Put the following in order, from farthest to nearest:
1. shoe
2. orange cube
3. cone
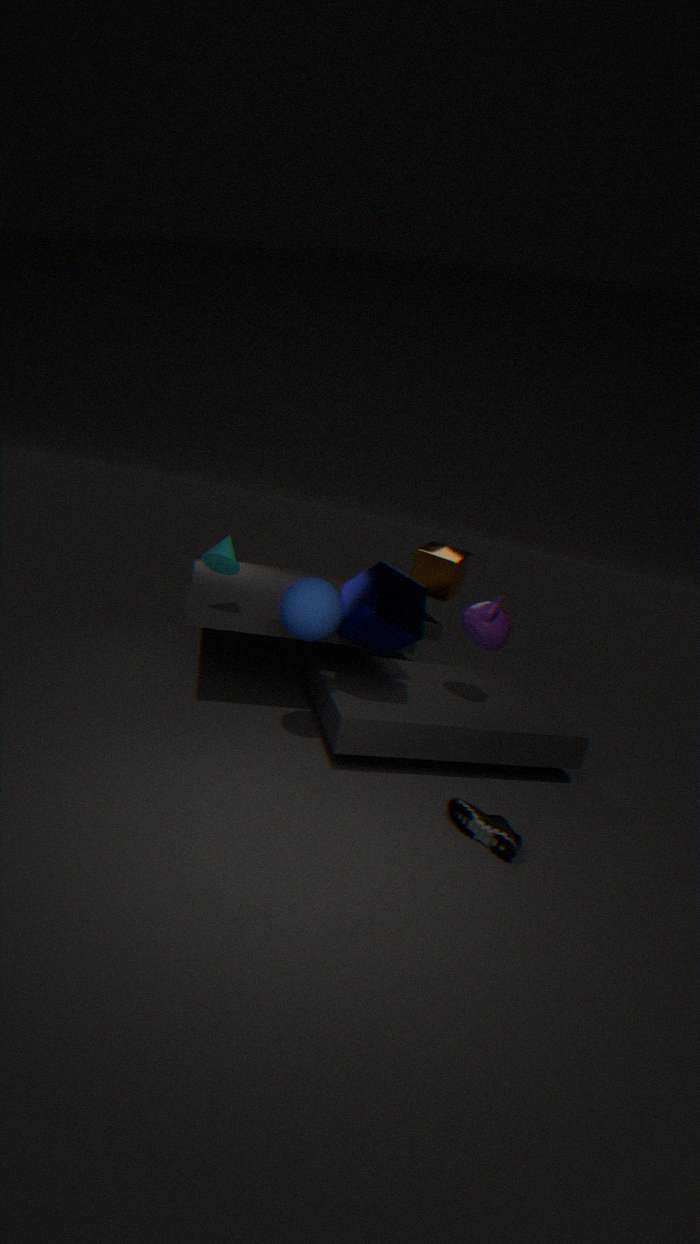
orange cube, cone, shoe
